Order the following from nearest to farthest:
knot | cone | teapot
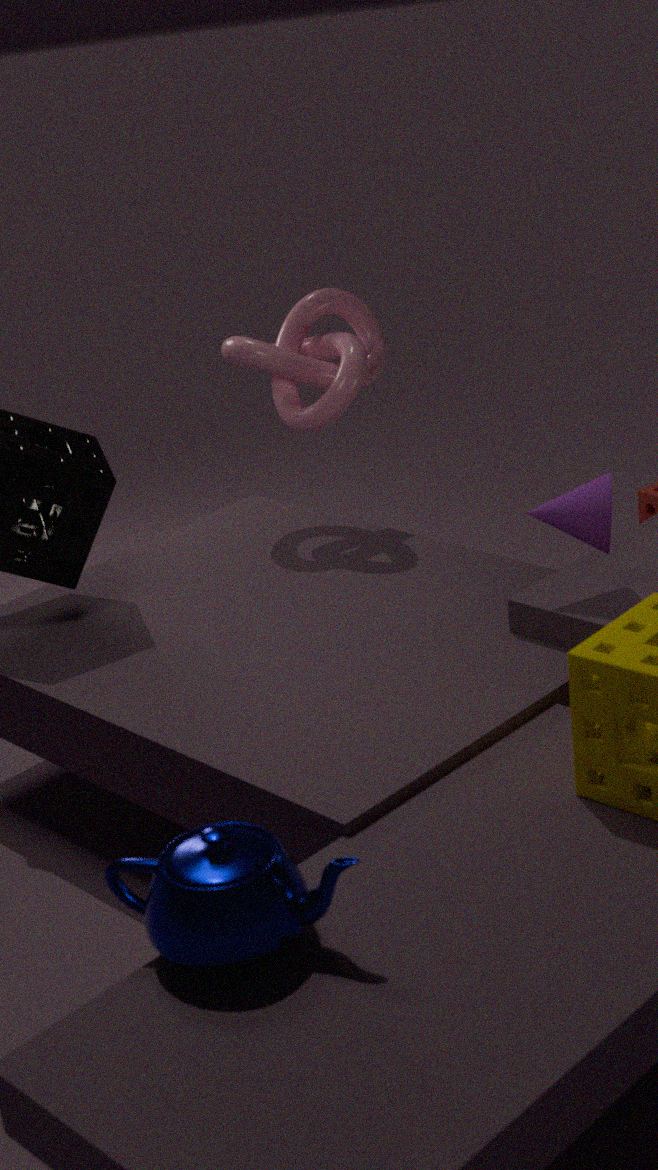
teapot < cone < knot
